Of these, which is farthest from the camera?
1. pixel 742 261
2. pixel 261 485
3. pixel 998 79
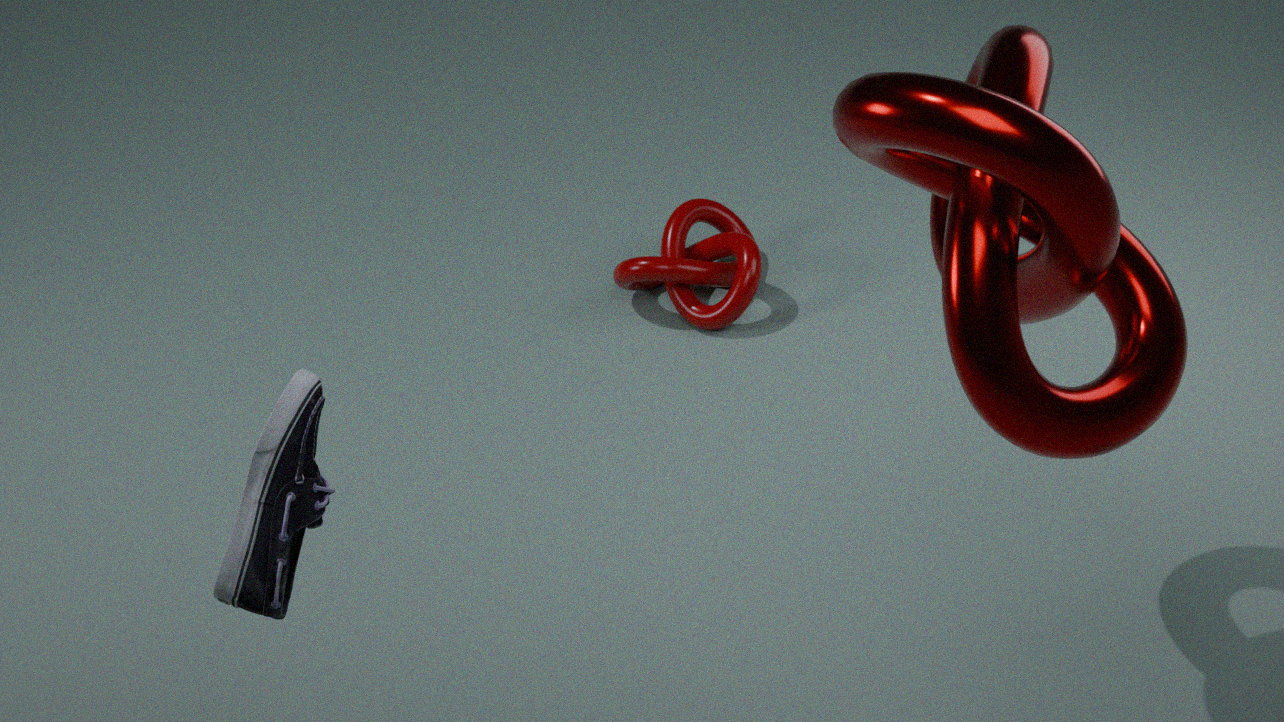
pixel 742 261
